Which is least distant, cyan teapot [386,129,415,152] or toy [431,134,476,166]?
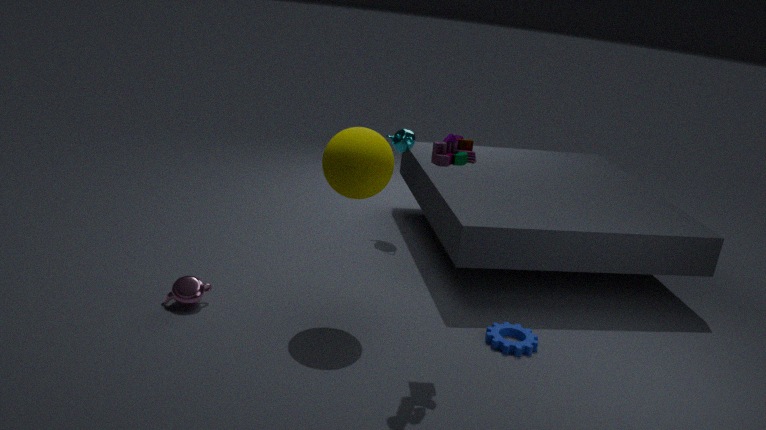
toy [431,134,476,166]
